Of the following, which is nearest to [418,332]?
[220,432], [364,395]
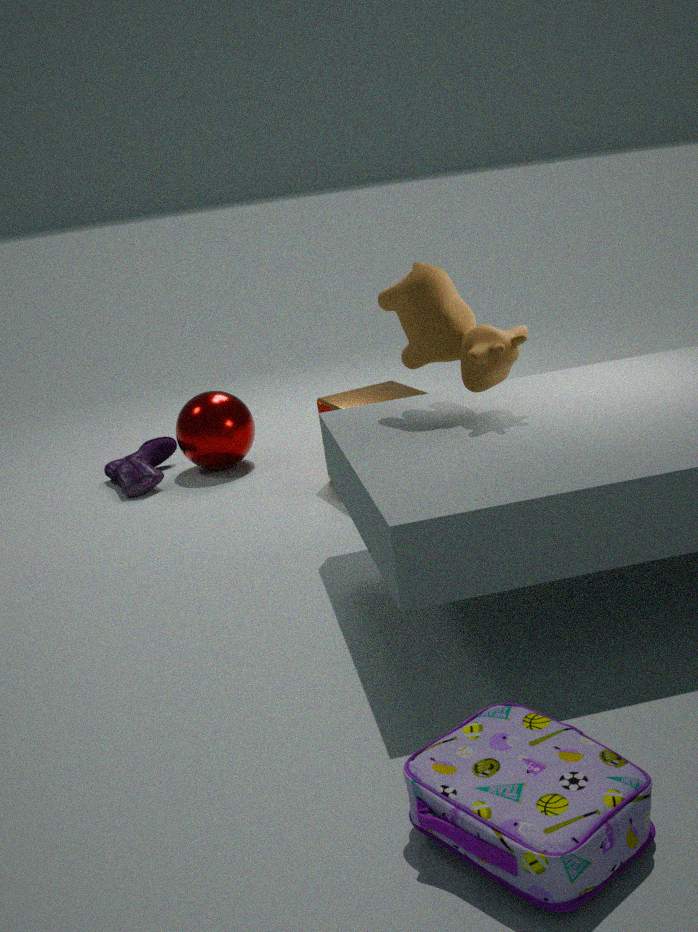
[364,395]
